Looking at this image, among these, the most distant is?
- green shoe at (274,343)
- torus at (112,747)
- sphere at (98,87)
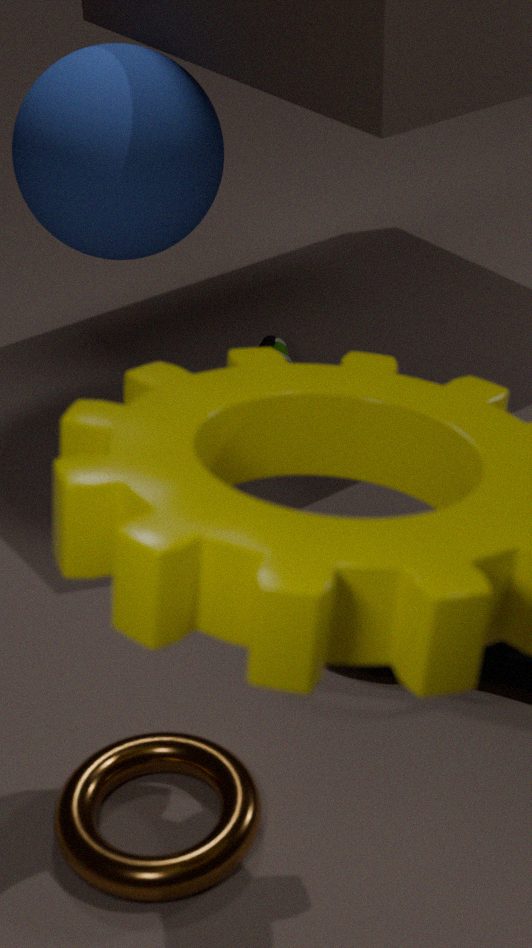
green shoe at (274,343)
